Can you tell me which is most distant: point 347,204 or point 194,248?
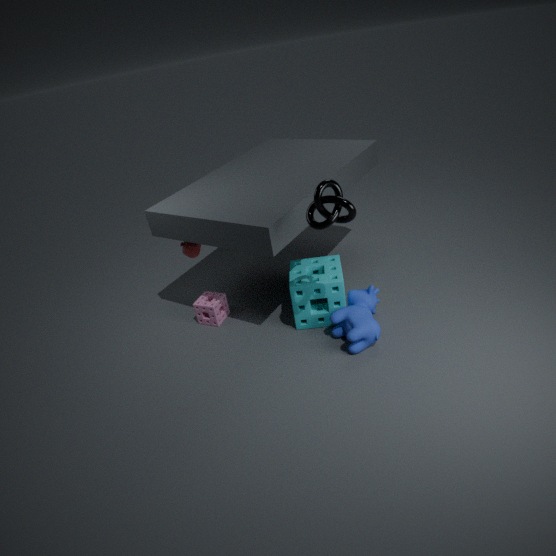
point 194,248
